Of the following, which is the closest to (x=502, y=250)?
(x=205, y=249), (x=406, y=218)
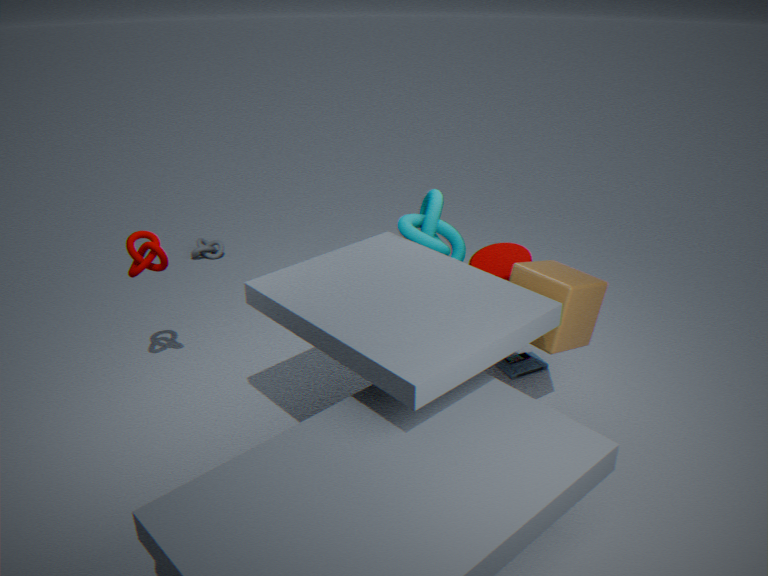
(x=406, y=218)
